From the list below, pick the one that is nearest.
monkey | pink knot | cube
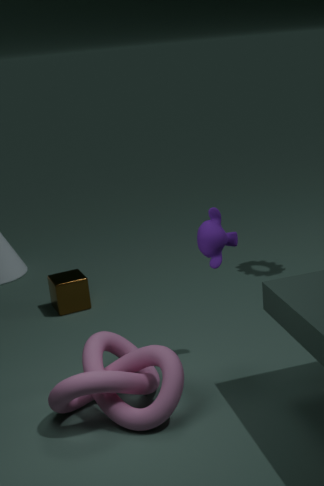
pink knot
